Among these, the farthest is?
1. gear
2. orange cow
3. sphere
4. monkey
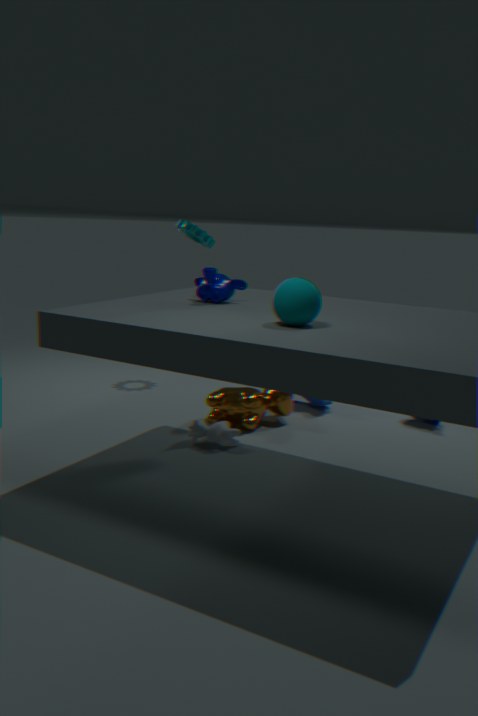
gear
